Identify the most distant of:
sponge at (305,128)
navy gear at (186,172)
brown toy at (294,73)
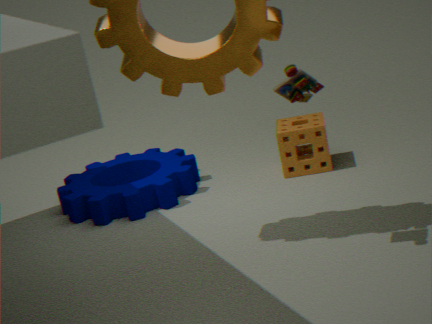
sponge at (305,128)
